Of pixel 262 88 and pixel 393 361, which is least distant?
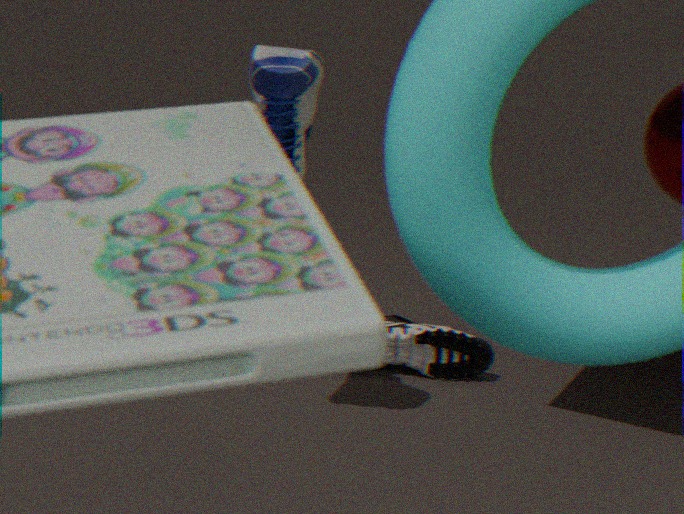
pixel 262 88
